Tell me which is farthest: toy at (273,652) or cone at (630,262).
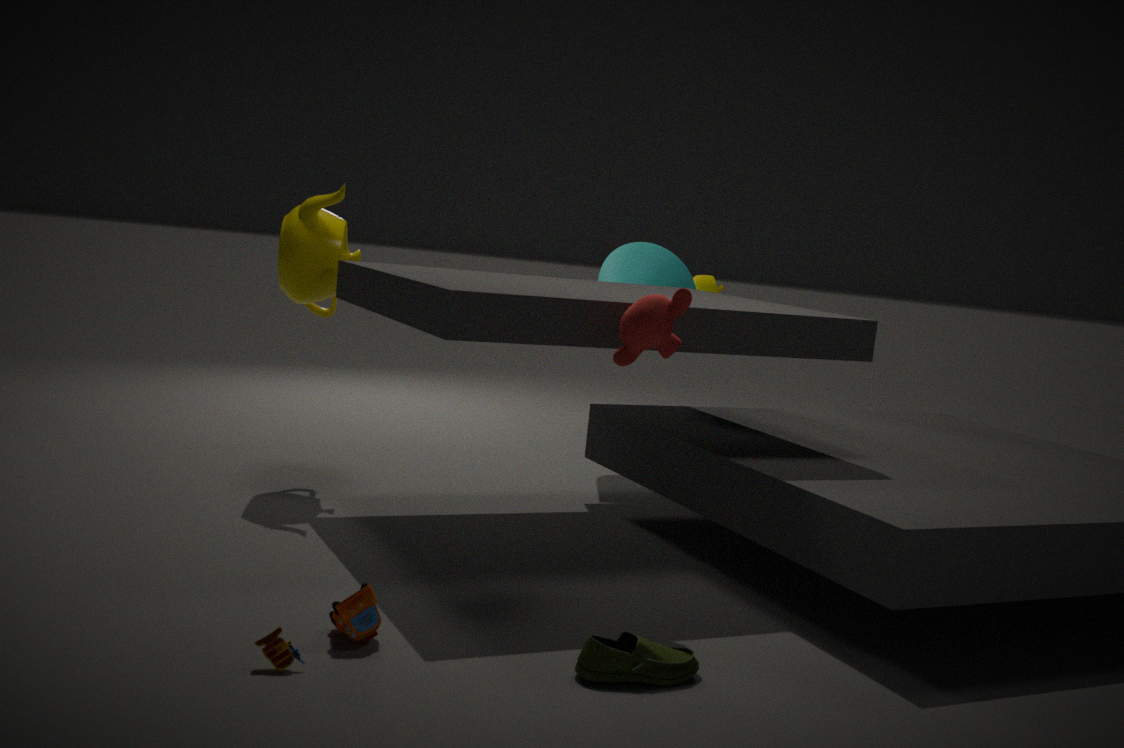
cone at (630,262)
